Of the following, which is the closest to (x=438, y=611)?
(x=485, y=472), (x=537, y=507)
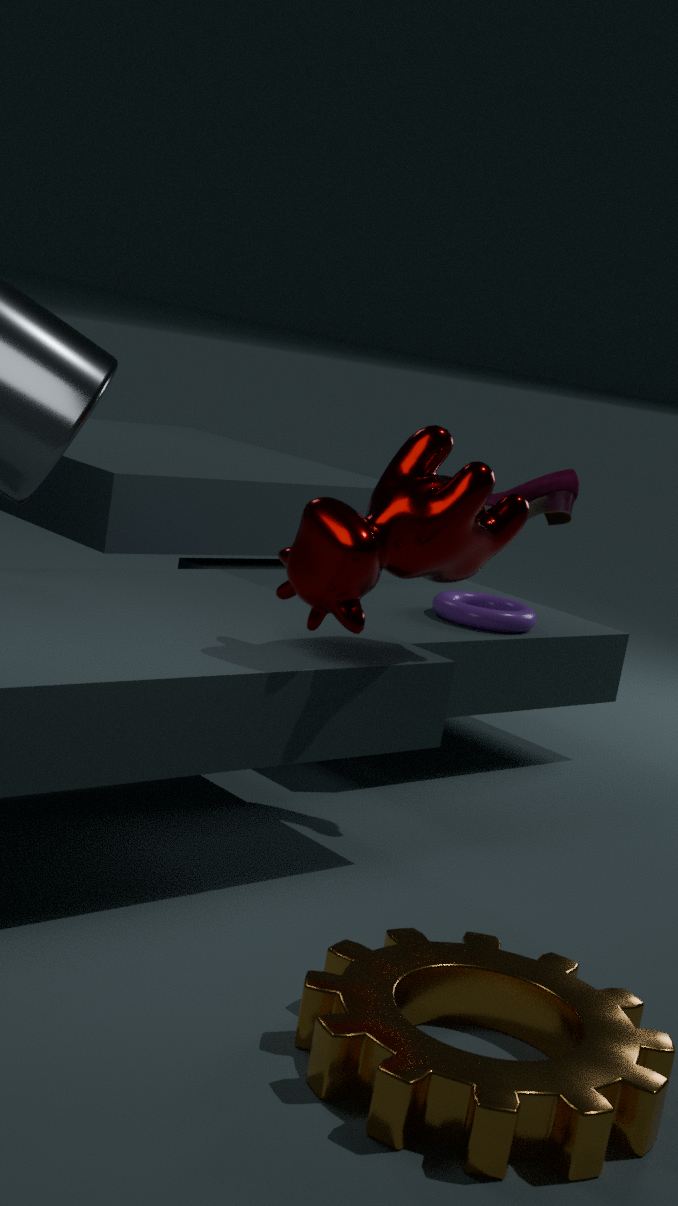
(x=537, y=507)
